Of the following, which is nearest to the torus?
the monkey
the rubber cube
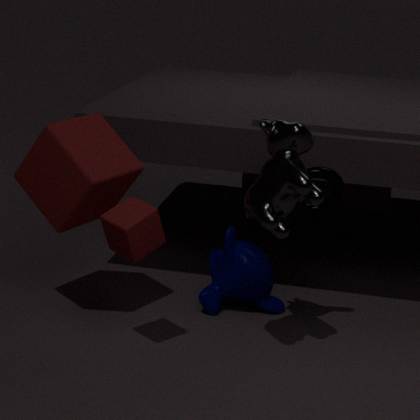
the monkey
